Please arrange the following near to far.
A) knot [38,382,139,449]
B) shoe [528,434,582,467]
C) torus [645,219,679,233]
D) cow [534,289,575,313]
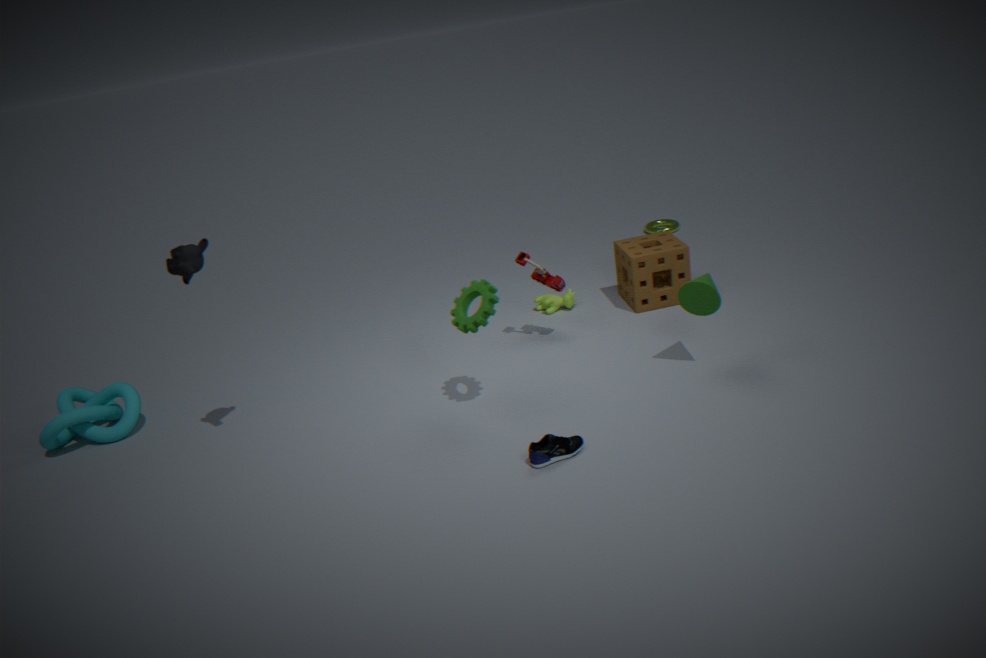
shoe [528,434,582,467] → knot [38,382,139,449] → cow [534,289,575,313] → torus [645,219,679,233]
